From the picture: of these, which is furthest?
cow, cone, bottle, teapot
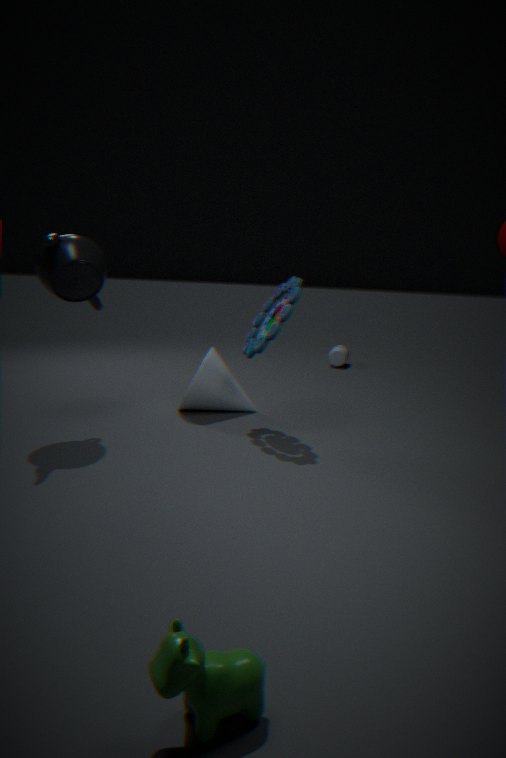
bottle
